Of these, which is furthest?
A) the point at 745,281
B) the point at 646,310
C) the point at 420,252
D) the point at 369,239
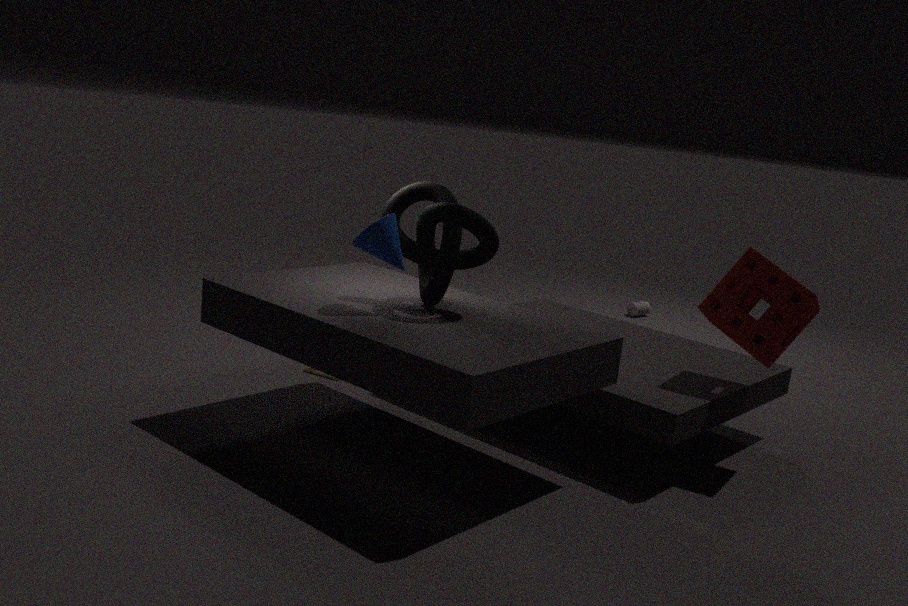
the point at 646,310
